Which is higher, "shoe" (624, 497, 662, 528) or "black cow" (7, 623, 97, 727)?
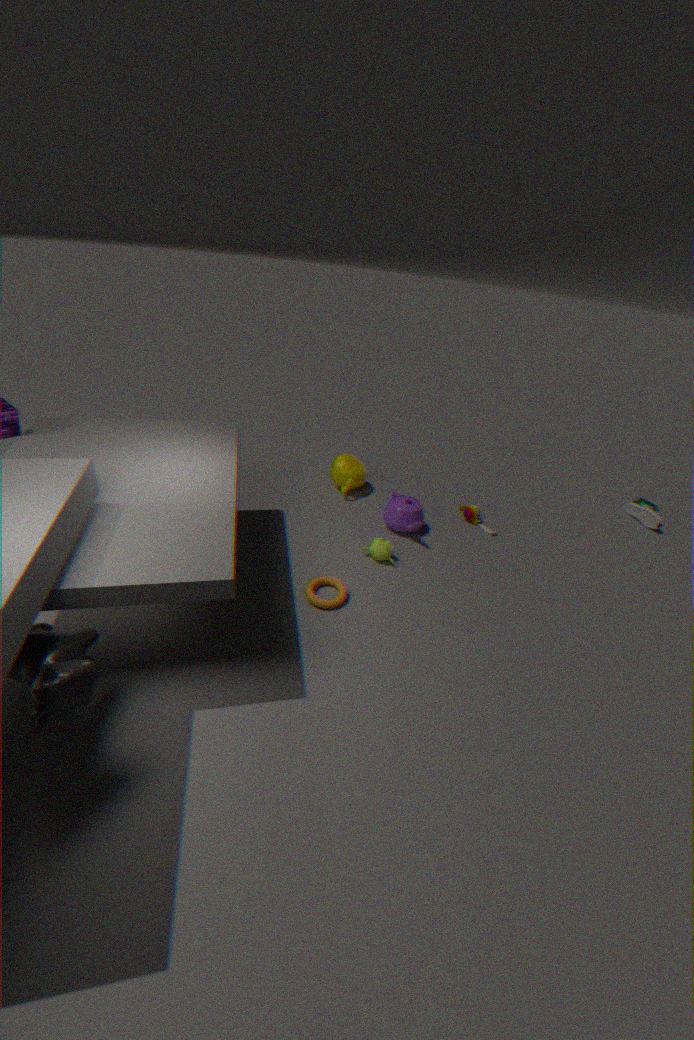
"black cow" (7, 623, 97, 727)
